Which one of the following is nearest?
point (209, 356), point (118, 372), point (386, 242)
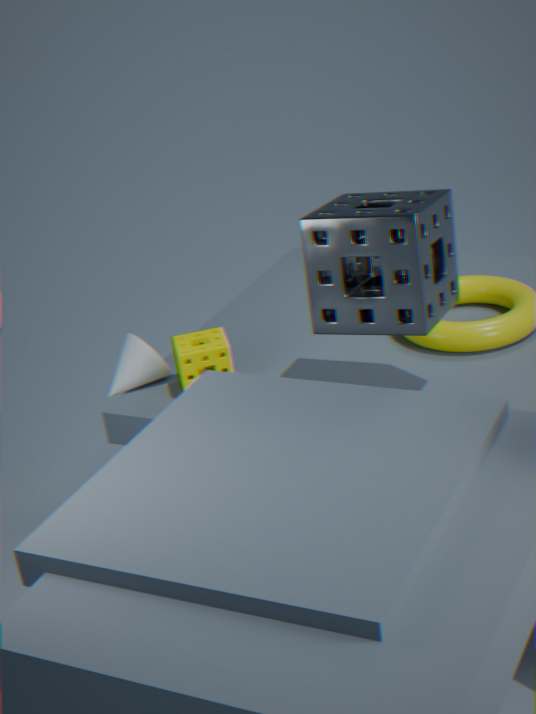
point (386, 242)
